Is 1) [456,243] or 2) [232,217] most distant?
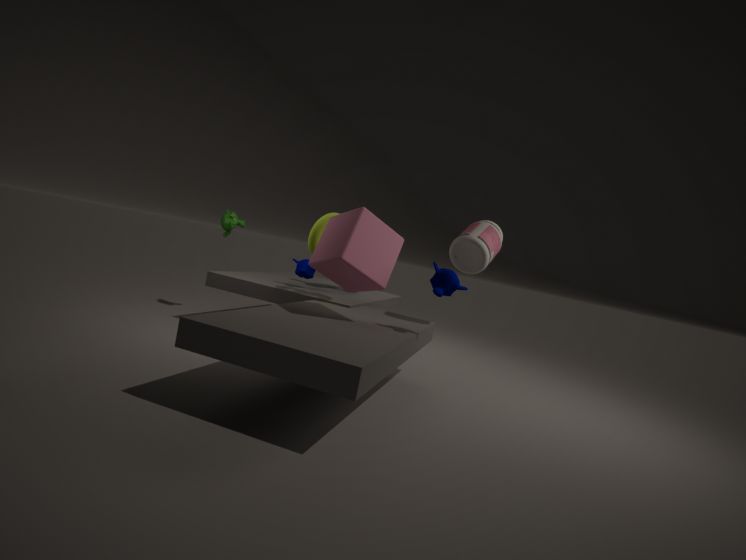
2. [232,217]
